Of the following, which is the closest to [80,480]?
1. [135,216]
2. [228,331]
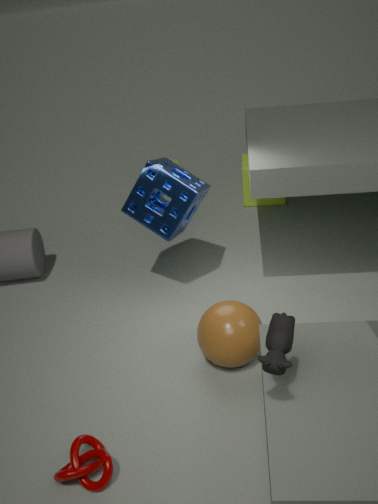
[228,331]
